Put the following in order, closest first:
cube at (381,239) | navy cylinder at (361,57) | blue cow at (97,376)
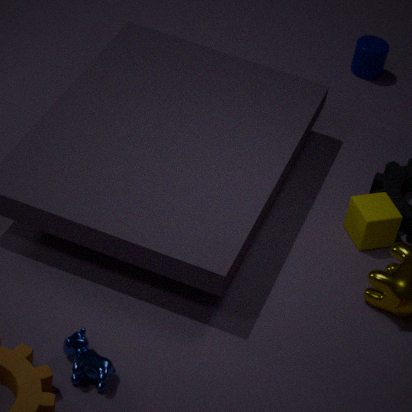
1. blue cow at (97,376)
2. cube at (381,239)
3. navy cylinder at (361,57)
